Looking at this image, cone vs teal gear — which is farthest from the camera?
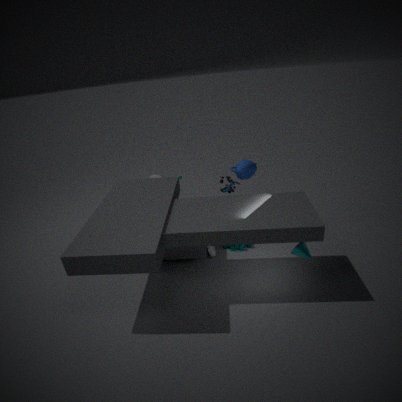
teal gear
